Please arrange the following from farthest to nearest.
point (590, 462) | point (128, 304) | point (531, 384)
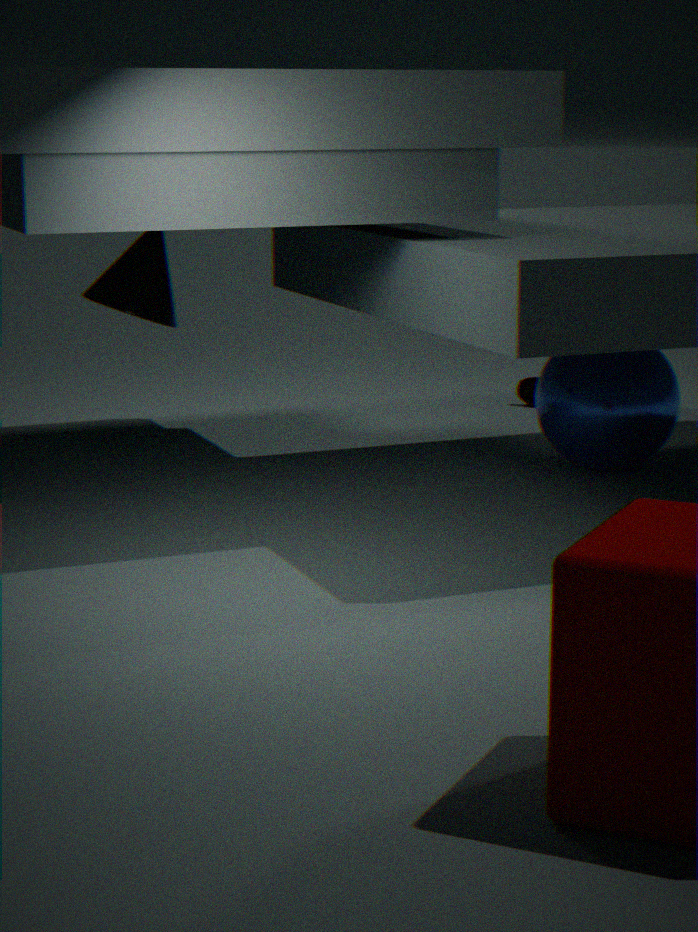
point (531, 384)
point (590, 462)
point (128, 304)
